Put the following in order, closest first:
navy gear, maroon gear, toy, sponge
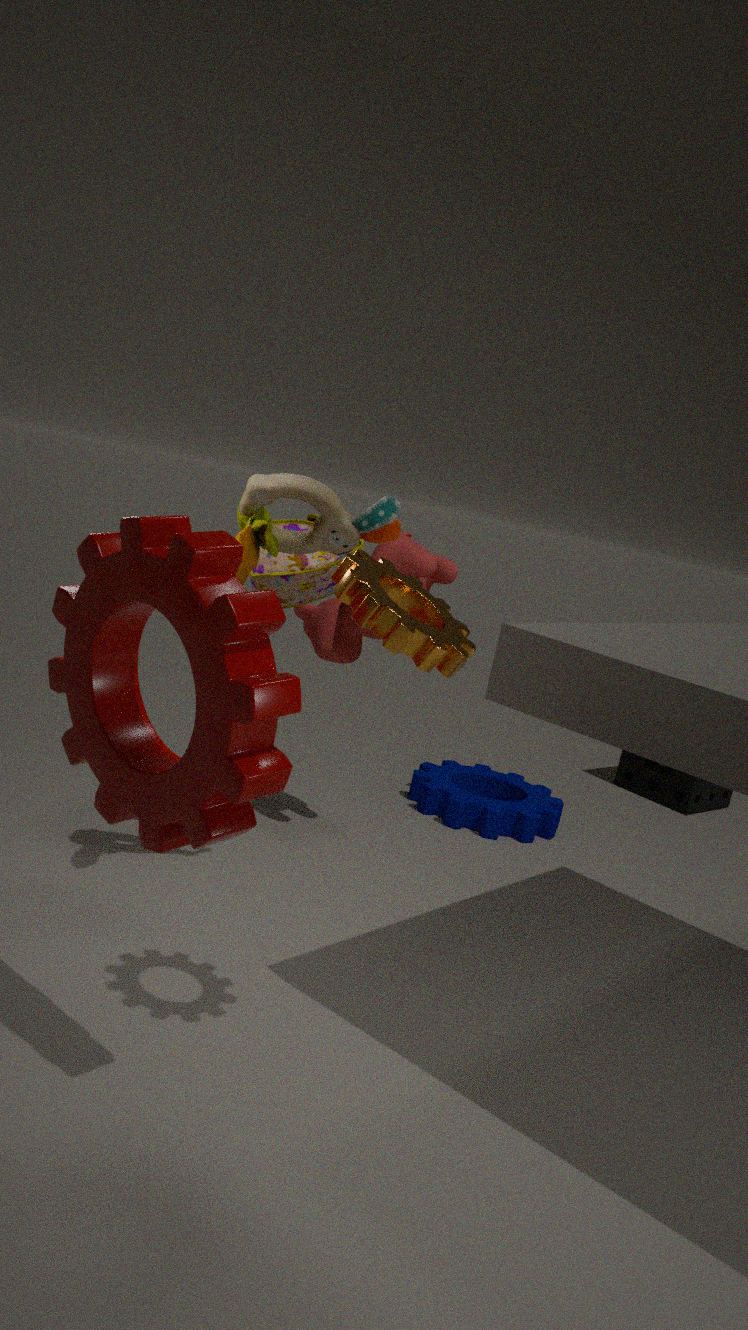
maroon gear, toy, navy gear, sponge
